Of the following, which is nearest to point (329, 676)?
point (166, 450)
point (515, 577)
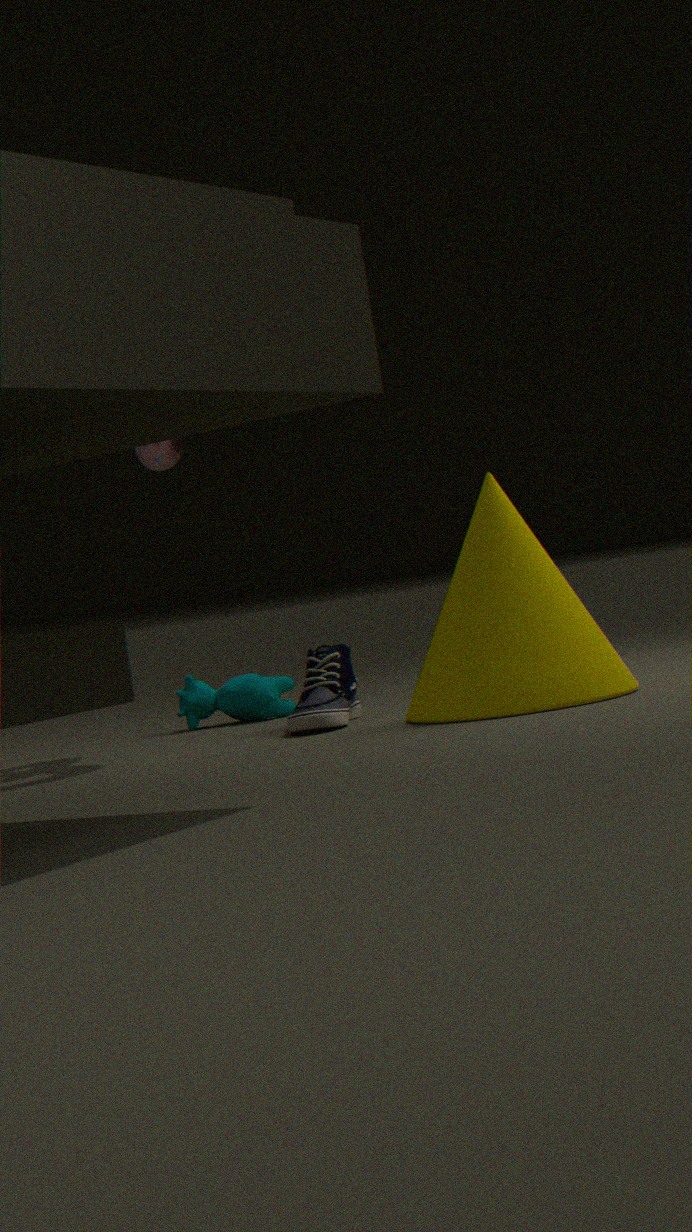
point (515, 577)
